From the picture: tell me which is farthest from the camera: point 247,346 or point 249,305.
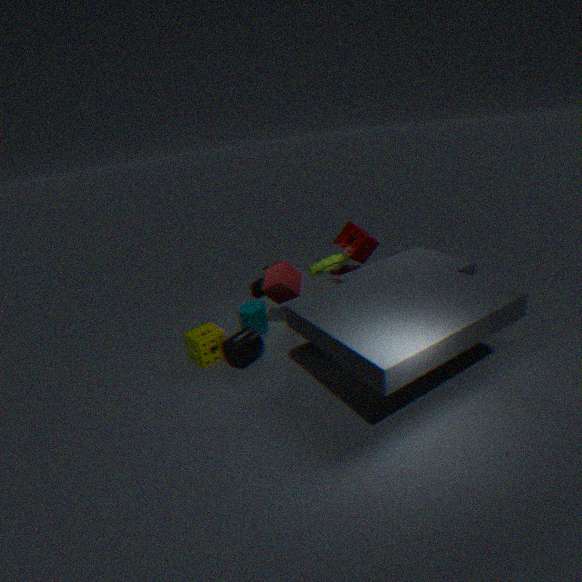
point 249,305
